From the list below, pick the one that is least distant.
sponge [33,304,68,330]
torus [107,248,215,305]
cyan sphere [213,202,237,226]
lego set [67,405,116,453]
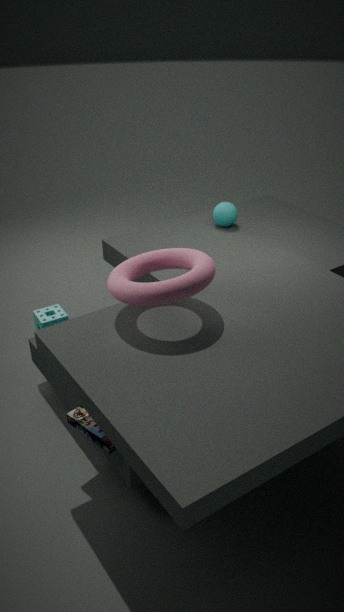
torus [107,248,215,305]
